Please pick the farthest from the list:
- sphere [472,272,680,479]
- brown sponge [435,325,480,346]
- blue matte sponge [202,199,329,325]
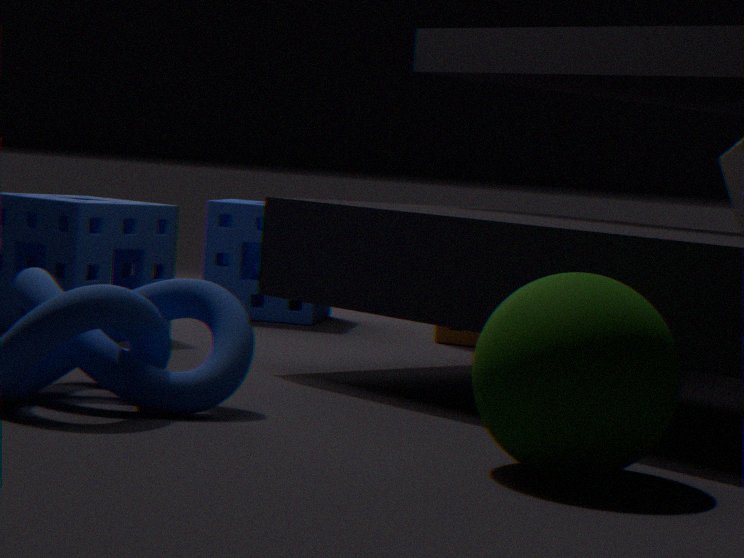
blue matte sponge [202,199,329,325]
